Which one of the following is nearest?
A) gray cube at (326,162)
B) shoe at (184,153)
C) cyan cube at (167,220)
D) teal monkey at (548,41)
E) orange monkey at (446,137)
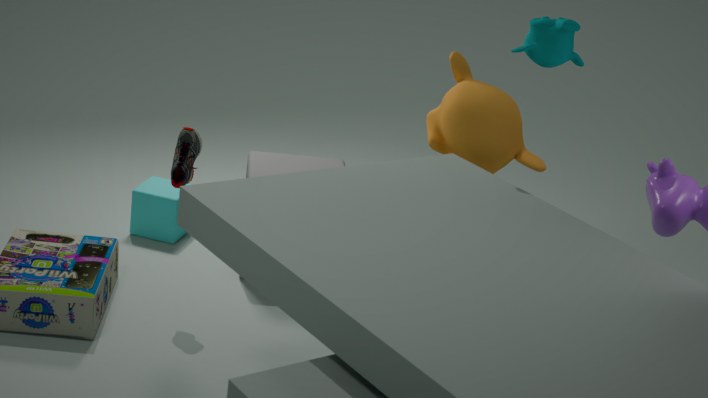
teal monkey at (548,41)
